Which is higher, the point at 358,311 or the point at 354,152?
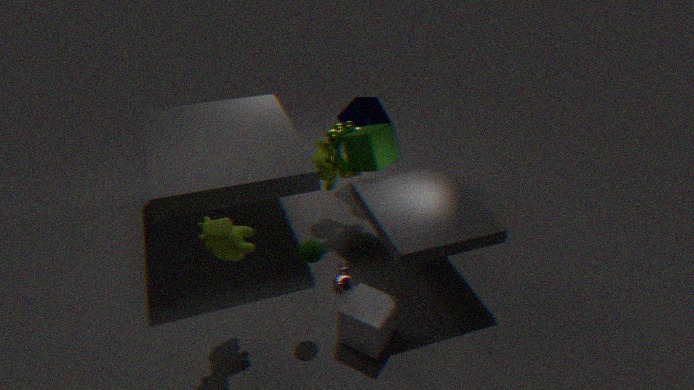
the point at 354,152
